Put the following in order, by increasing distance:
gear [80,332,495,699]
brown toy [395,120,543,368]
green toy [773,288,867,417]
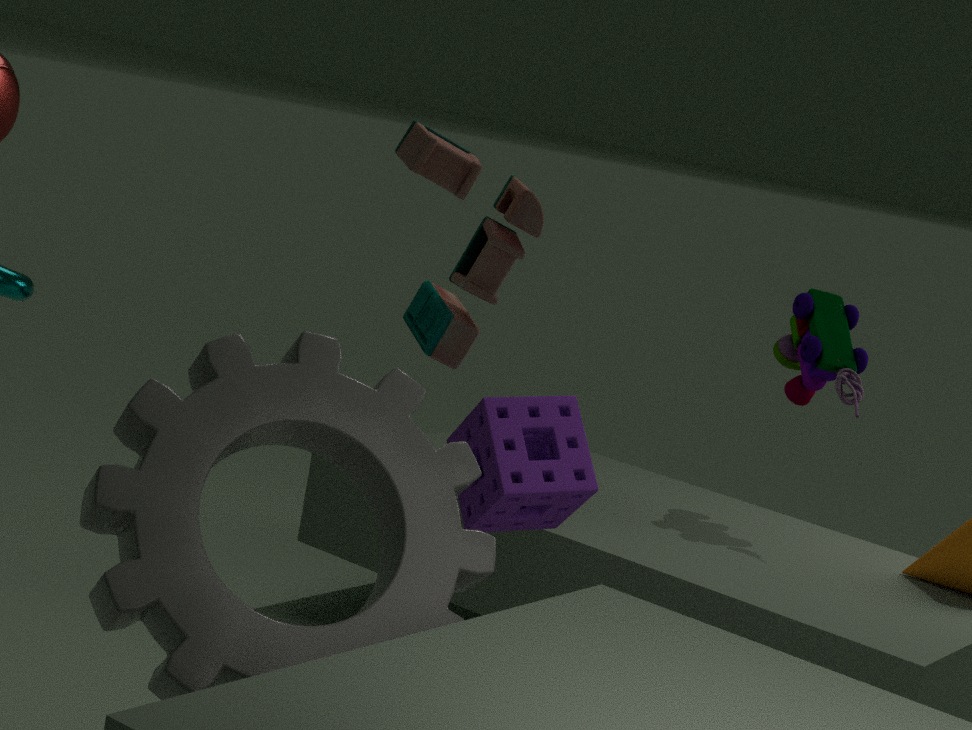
gear [80,332,495,699] < brown toy [395,120,543,368] < green toy [773,288,867,417]
